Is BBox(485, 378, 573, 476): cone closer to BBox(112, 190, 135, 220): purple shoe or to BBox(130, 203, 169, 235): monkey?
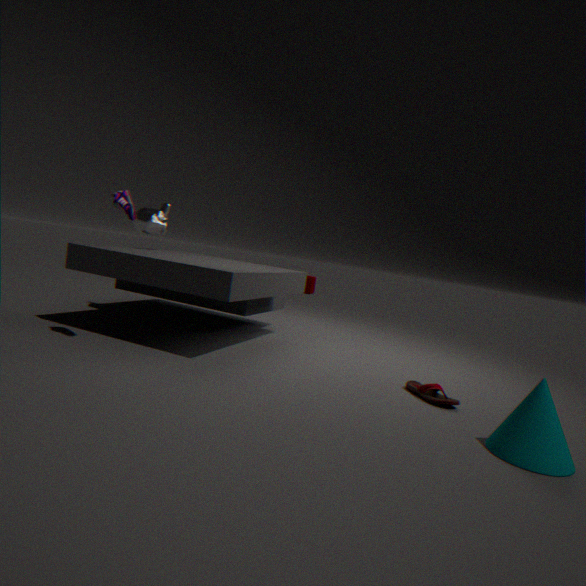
BBox(112, 190, 135, 220): purple shoe
